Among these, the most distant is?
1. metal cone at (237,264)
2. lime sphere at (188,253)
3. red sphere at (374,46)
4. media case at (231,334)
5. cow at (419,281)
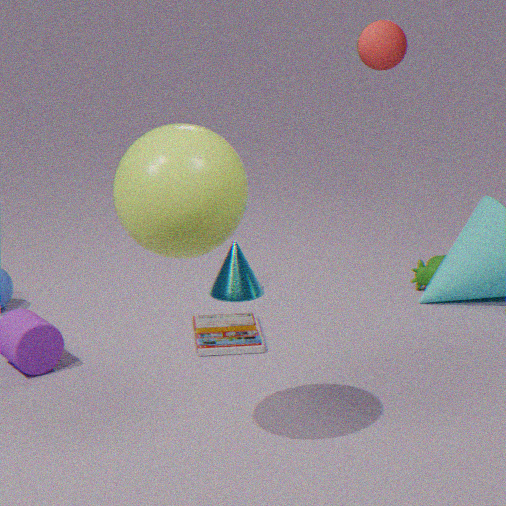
Result: cow at (419,281)
